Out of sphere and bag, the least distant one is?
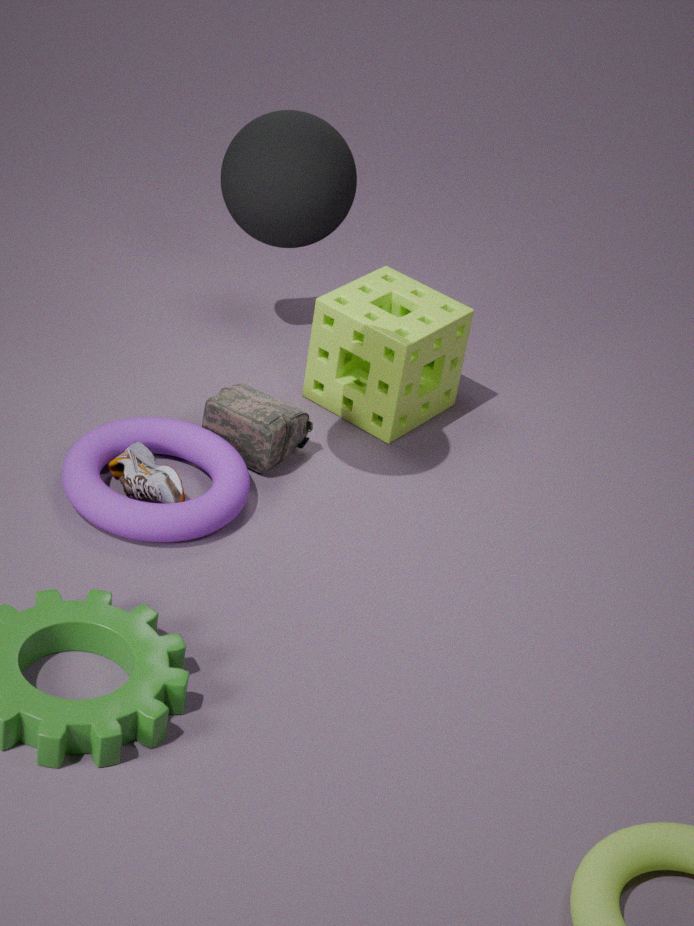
sphere
